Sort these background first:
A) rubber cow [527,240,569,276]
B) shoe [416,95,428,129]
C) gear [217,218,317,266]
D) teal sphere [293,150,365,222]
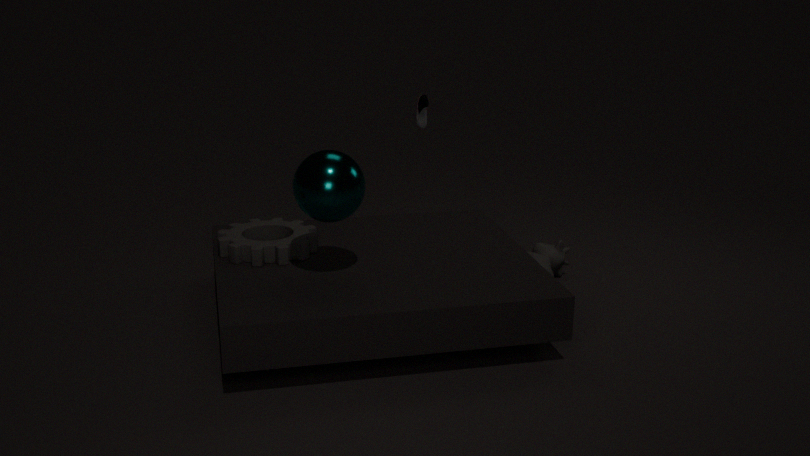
shoe [416,95,428,129], rubber cow [527,240,569,276], gear [217,218,317,266], teal sphere [293,150,365,222]
